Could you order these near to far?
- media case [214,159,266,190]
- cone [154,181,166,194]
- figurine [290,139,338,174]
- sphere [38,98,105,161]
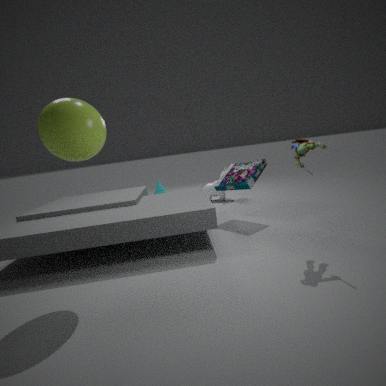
sphere [38,98,105,161] < figurine [290,139,338,174] < media case [214,159,266,190] < cone [154,181,166,194]
